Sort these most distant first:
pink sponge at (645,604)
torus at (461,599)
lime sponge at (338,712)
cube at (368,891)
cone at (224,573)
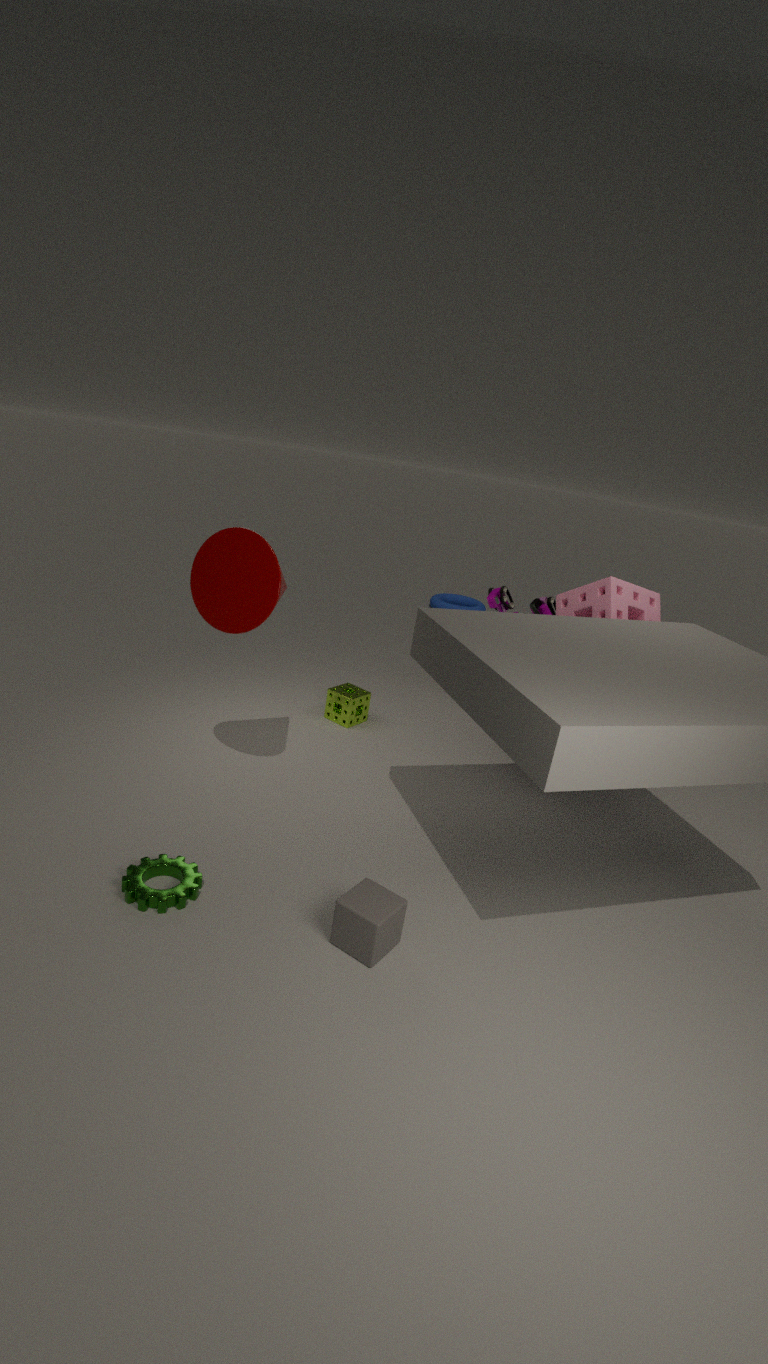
torus at (461,599) → lime sponge at (338,712) → pink sponge at (645,604) → cone at (224,573) → cube at (368,891)
